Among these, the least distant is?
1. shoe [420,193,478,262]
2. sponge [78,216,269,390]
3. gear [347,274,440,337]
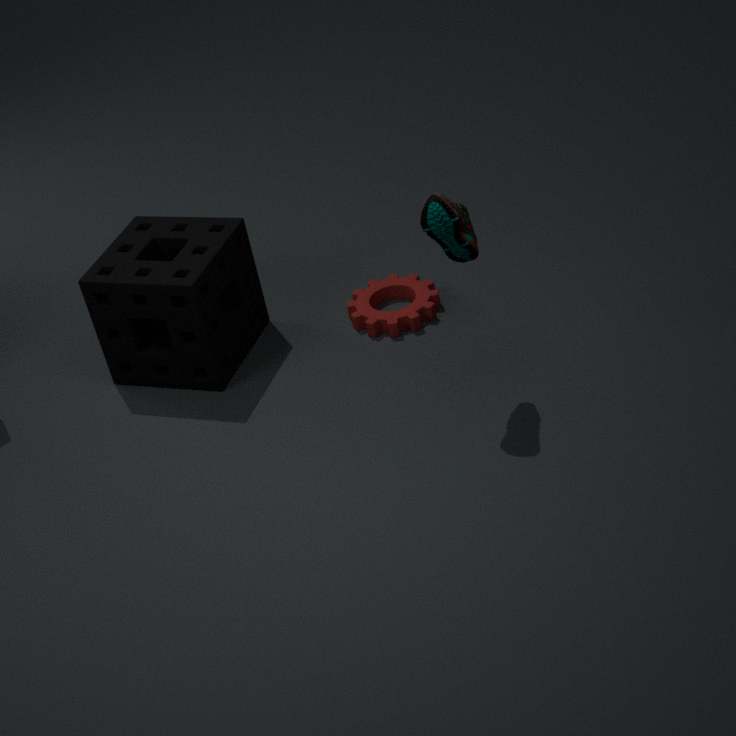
shoe [420,193,478,262]
